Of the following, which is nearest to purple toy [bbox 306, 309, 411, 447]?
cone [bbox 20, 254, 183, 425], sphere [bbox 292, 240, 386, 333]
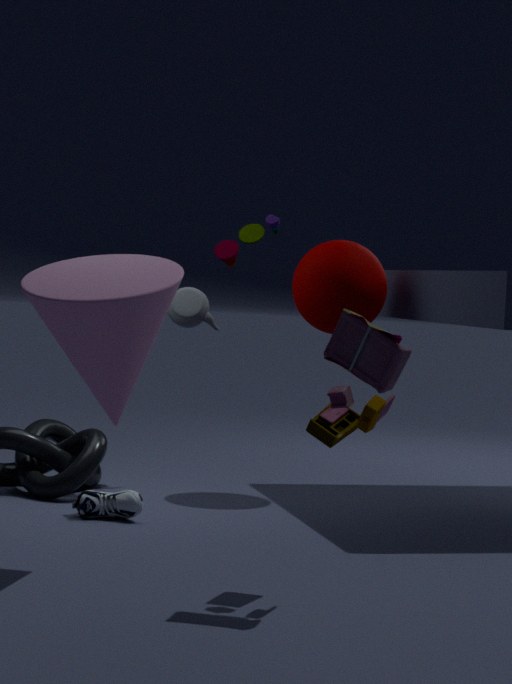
cone [bbox 20, 254, 183, 425]
